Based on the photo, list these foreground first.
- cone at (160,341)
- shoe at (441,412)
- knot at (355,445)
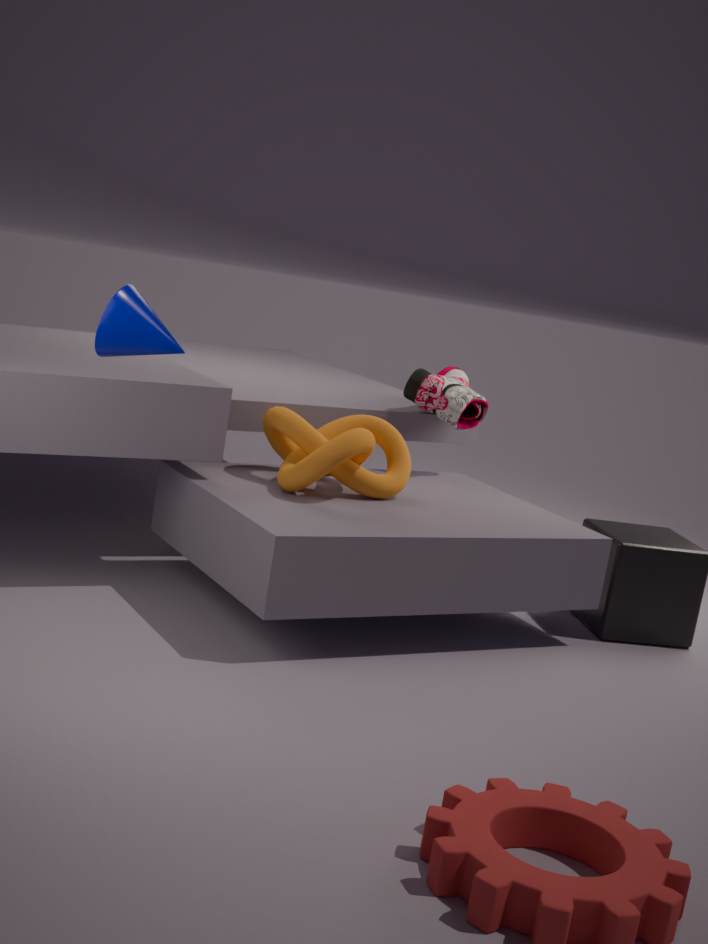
cone at (160,341), knot at (355,445), shoe at (441,412)
